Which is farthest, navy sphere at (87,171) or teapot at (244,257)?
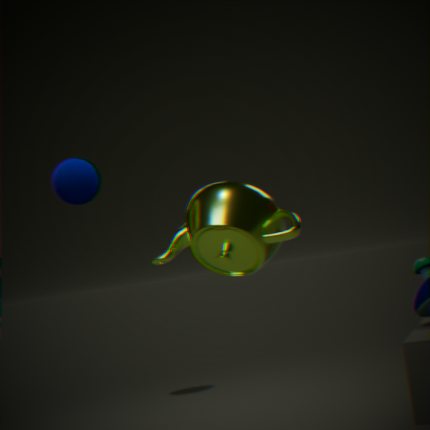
navy sphere at (87,171)
